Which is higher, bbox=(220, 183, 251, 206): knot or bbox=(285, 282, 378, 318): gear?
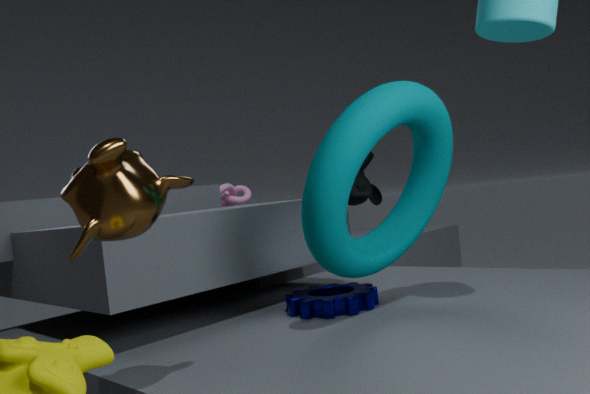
bbox=(220, 183, 251, 206): knot
